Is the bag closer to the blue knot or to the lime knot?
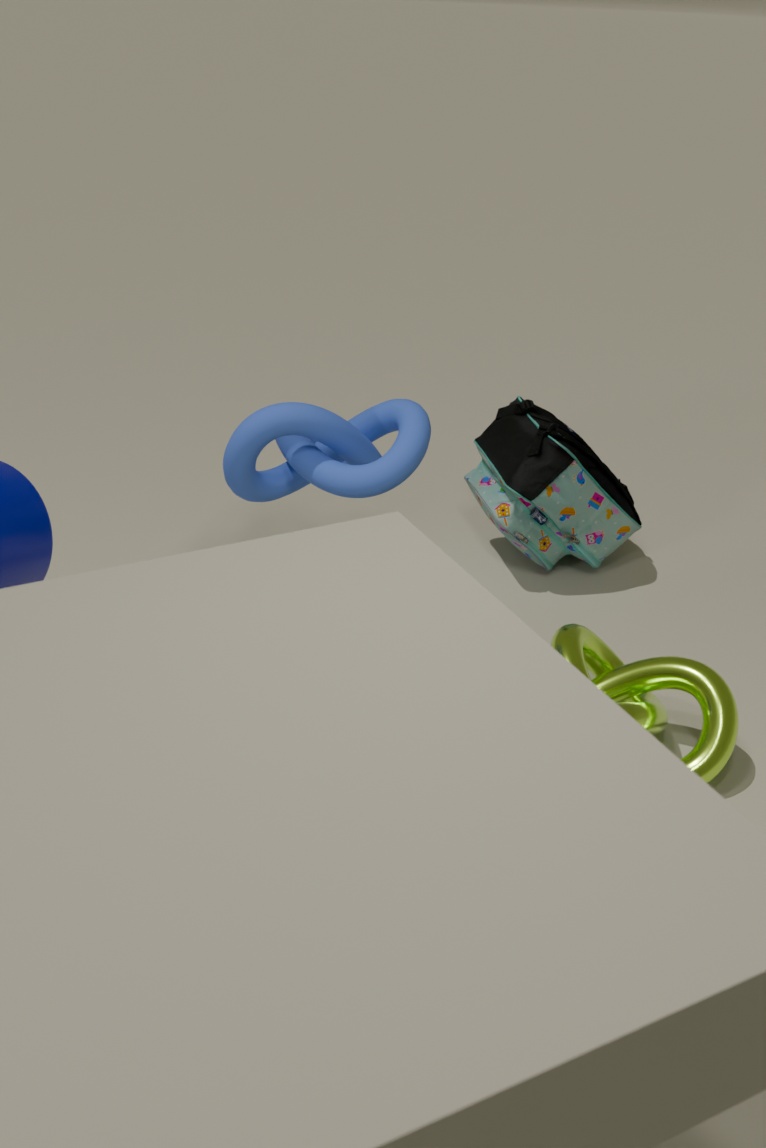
the blue knot
